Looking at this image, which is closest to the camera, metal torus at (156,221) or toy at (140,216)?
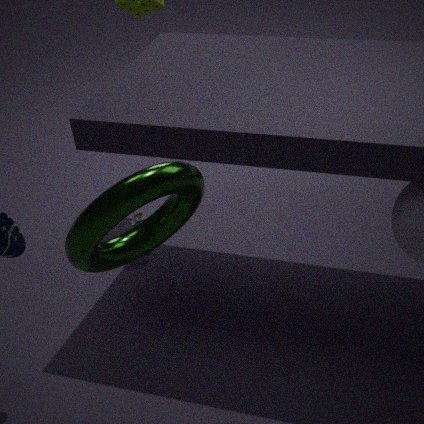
metal torus at (156,221)
